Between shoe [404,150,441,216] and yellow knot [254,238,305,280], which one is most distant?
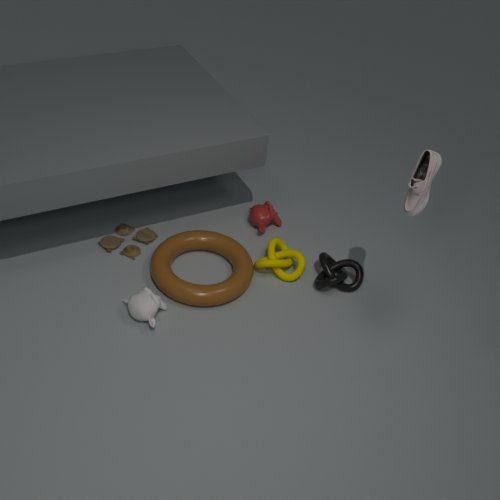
yellow knot [254,238,305,280]
